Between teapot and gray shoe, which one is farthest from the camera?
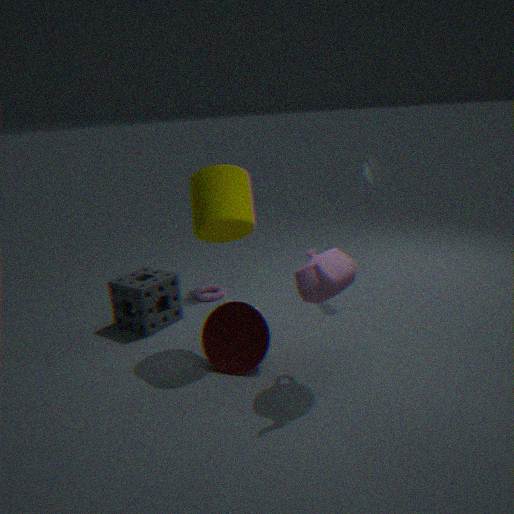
gray shoe
